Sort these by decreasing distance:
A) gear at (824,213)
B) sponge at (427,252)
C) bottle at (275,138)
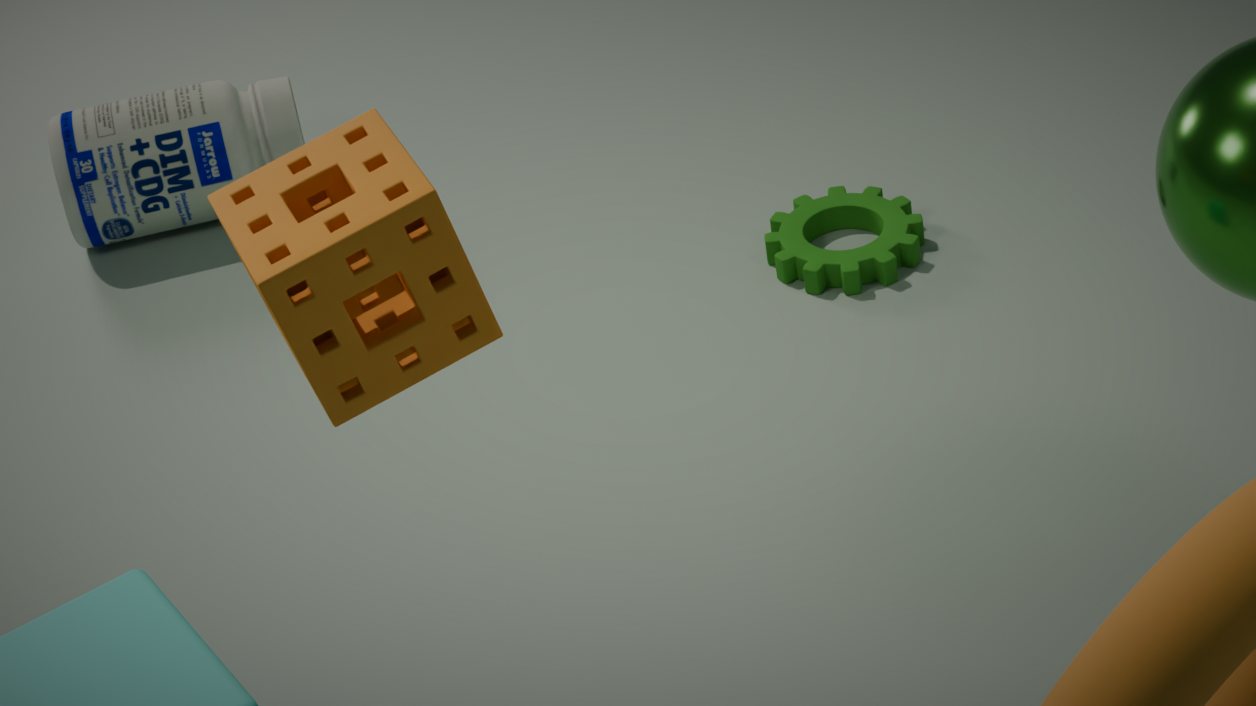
bottle at (275,138) → gear at (824,213) → sponge at (427,252)
